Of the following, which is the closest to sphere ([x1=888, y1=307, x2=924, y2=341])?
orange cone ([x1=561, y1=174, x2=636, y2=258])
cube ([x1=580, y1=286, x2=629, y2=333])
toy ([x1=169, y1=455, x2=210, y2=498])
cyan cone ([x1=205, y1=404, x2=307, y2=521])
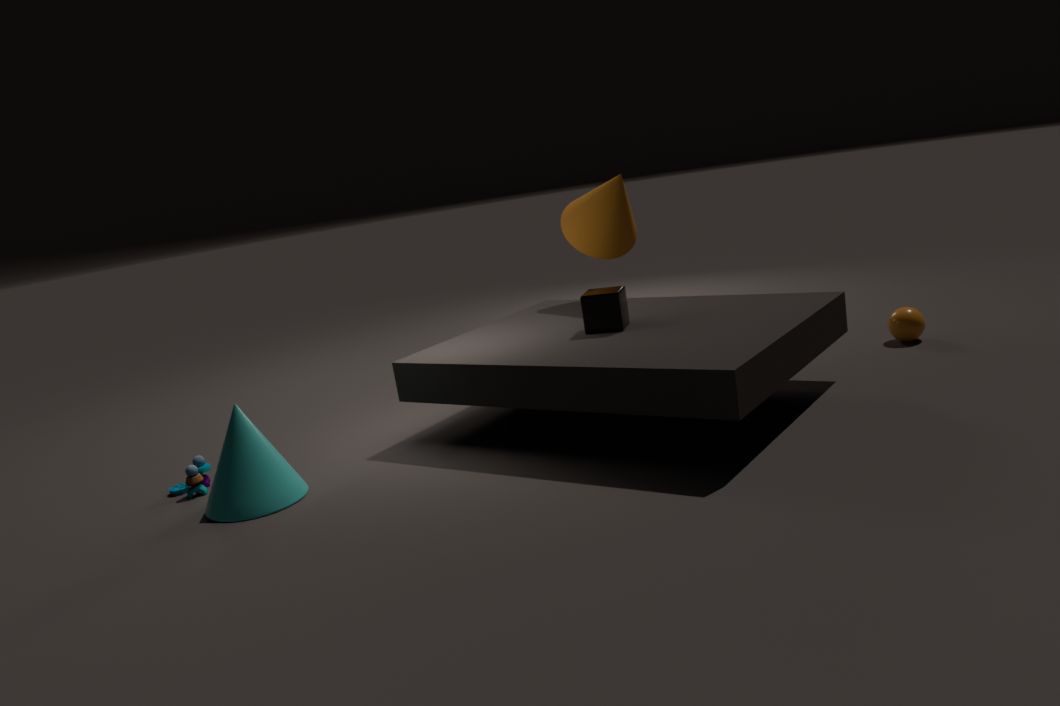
orange cone ([x1=561, y1=174, x2=636, y2=258])
